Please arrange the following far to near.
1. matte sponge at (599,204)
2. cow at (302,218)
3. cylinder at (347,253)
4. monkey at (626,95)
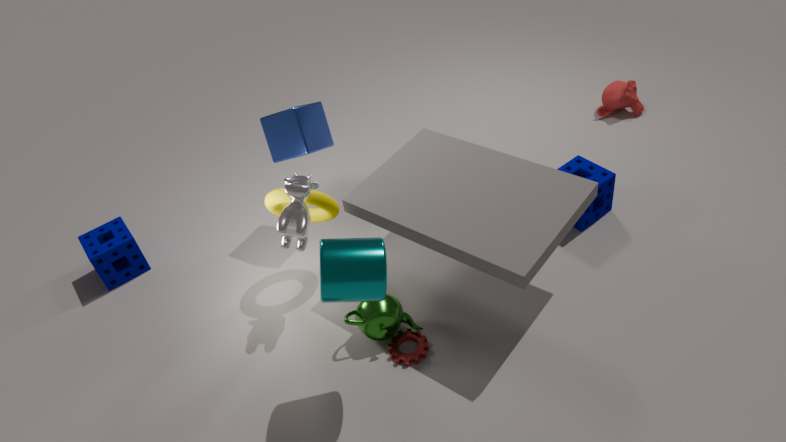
monkey at (626,95) → matte sponge at (599,204) → cow at (302,218) → cylinder at (347,253)
